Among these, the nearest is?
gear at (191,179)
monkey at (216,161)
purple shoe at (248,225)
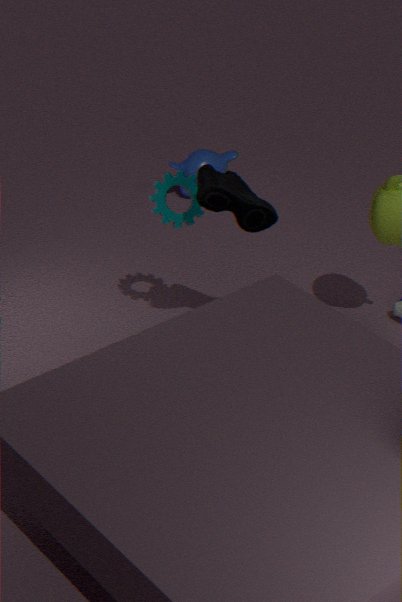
purple shoe at (248,225)
